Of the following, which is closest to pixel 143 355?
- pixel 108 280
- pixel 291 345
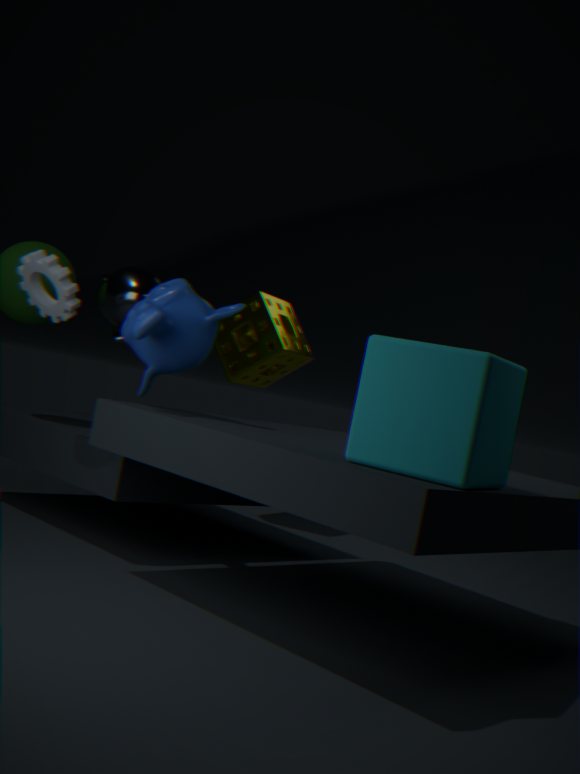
pixel 108 280
